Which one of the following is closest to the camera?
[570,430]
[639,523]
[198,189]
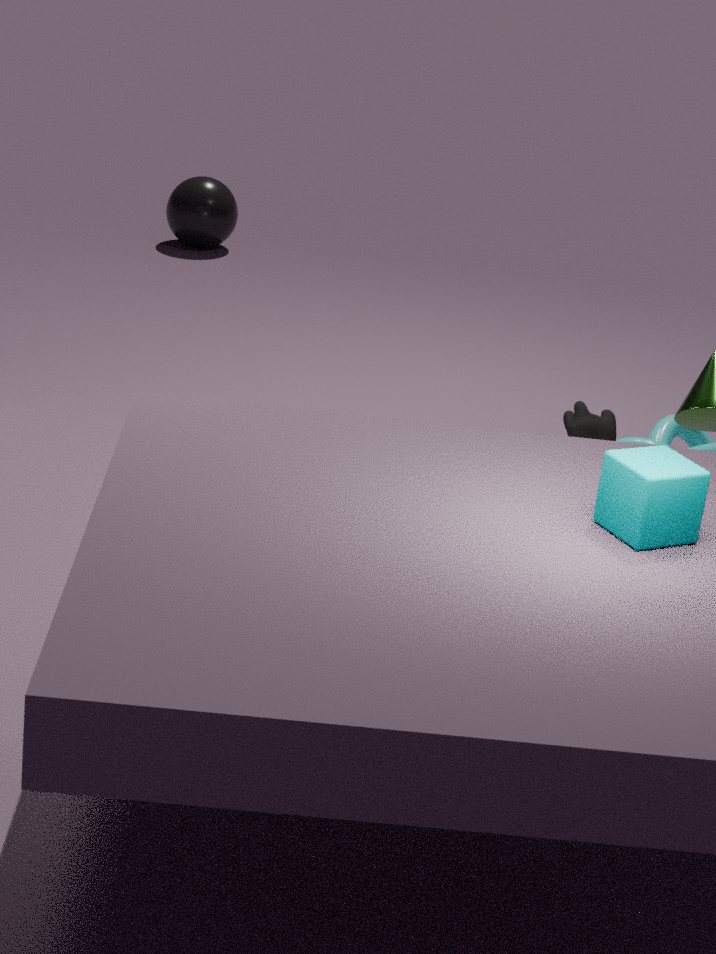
[639,523]
